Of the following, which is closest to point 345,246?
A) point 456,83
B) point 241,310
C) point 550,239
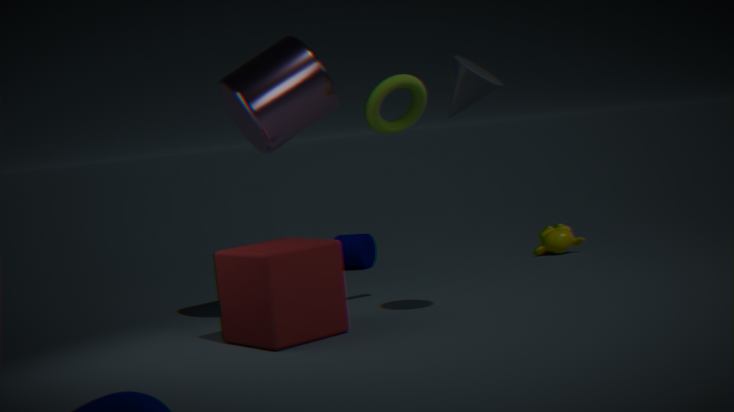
point 550,239
